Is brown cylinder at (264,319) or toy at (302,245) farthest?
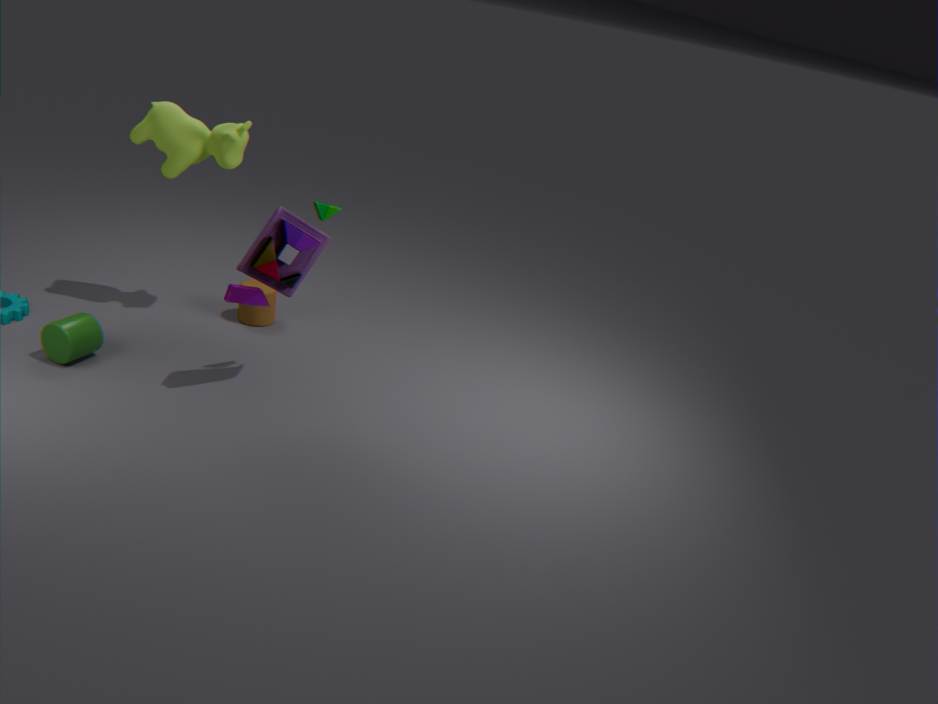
brown cylinder at (264,319)
